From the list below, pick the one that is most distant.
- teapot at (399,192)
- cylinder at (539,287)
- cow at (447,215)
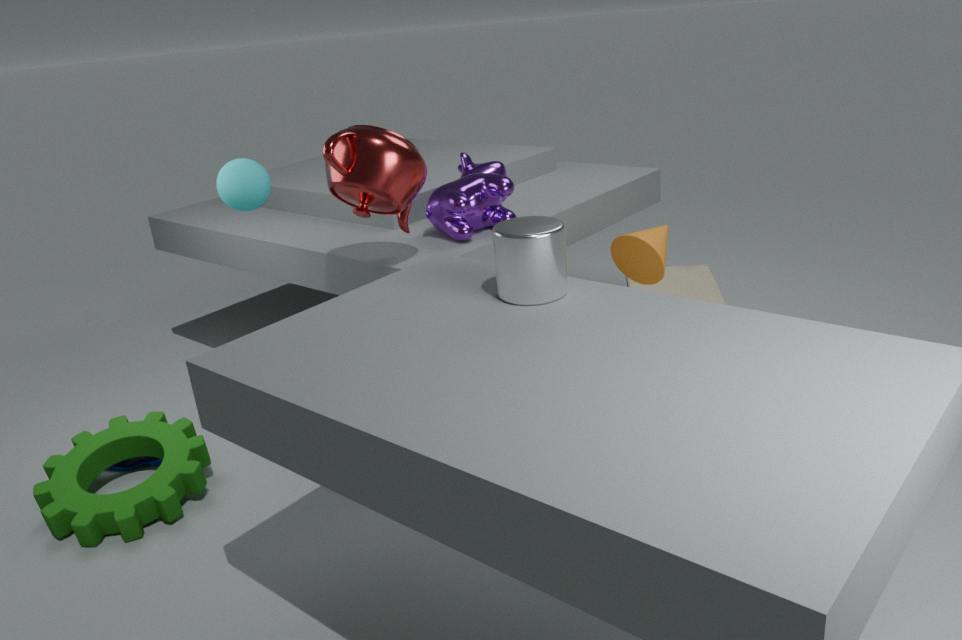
cow at (447,215)
